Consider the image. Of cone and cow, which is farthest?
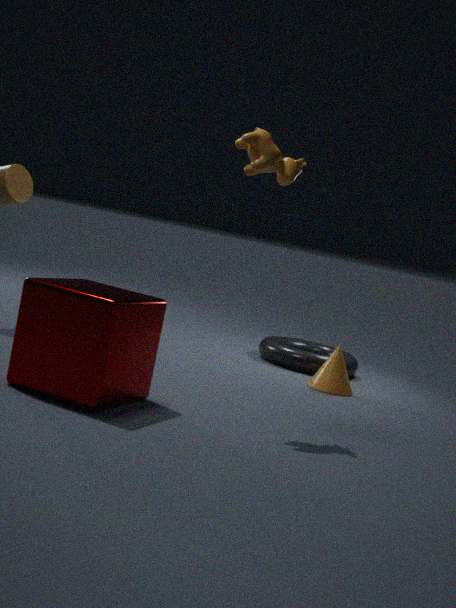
cone
